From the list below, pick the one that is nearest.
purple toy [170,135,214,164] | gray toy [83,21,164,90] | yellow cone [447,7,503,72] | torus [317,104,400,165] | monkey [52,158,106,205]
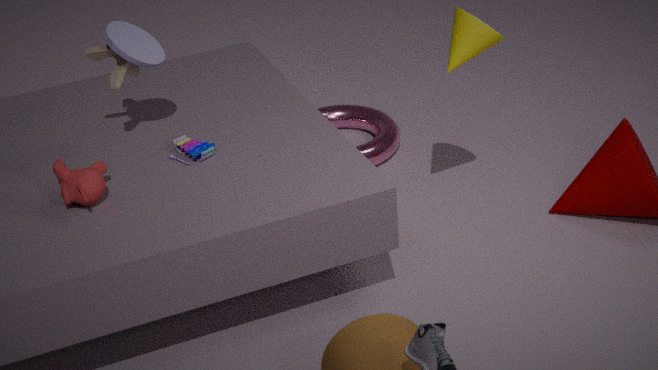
monkey [52,158,106,205]
